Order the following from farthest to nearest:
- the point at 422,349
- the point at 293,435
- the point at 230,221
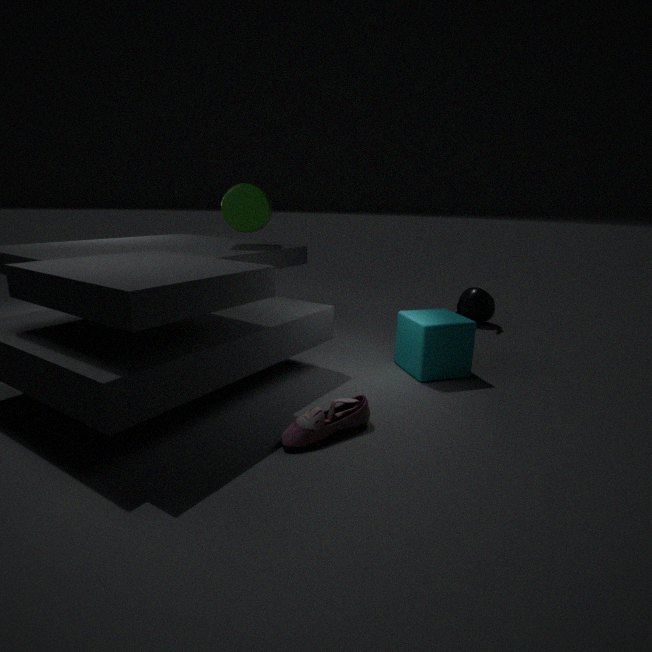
the point at 230,221, the point at 422,349, the point at 293,435
